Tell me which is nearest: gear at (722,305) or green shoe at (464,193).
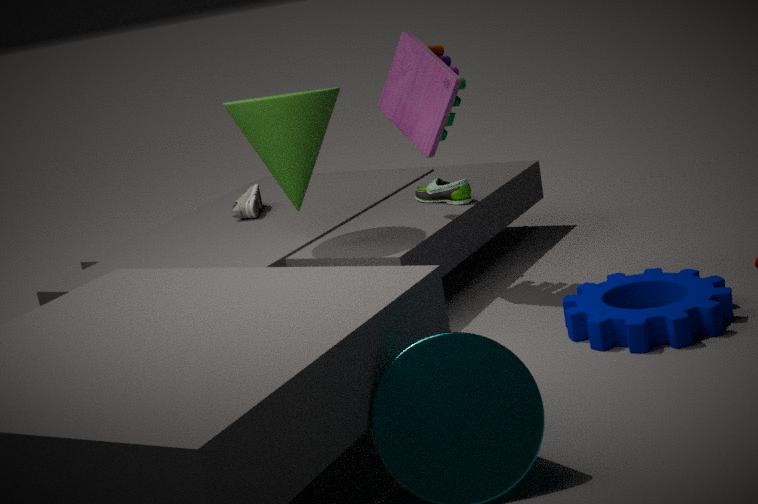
gear at (722,305)
